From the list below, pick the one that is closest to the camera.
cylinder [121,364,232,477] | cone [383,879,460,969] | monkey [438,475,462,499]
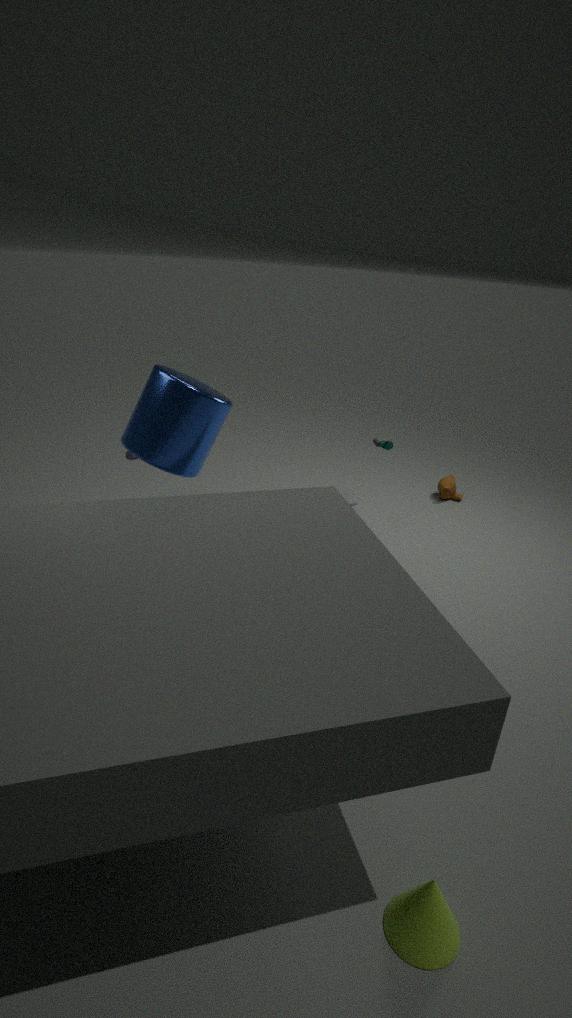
cone [383,879,460,969]
